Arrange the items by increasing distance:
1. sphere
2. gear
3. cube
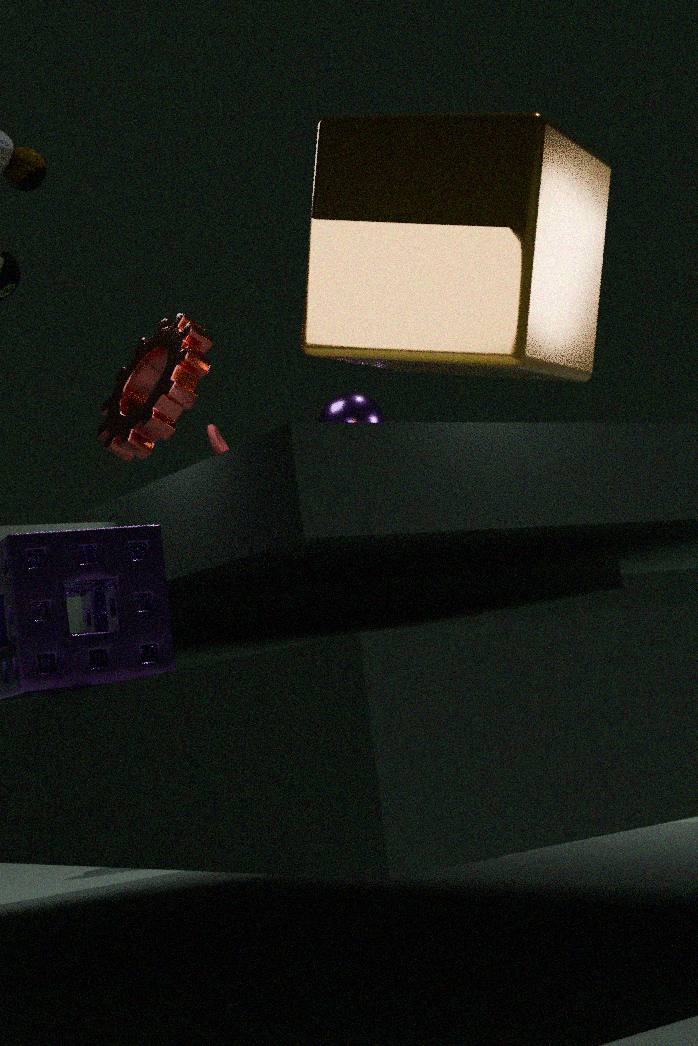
1. cube
2. gear
3. sphere
